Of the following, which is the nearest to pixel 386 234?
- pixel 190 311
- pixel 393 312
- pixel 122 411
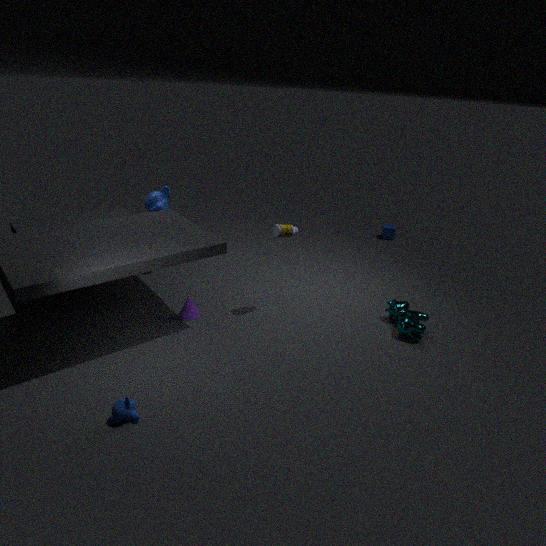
pixel 393 312
